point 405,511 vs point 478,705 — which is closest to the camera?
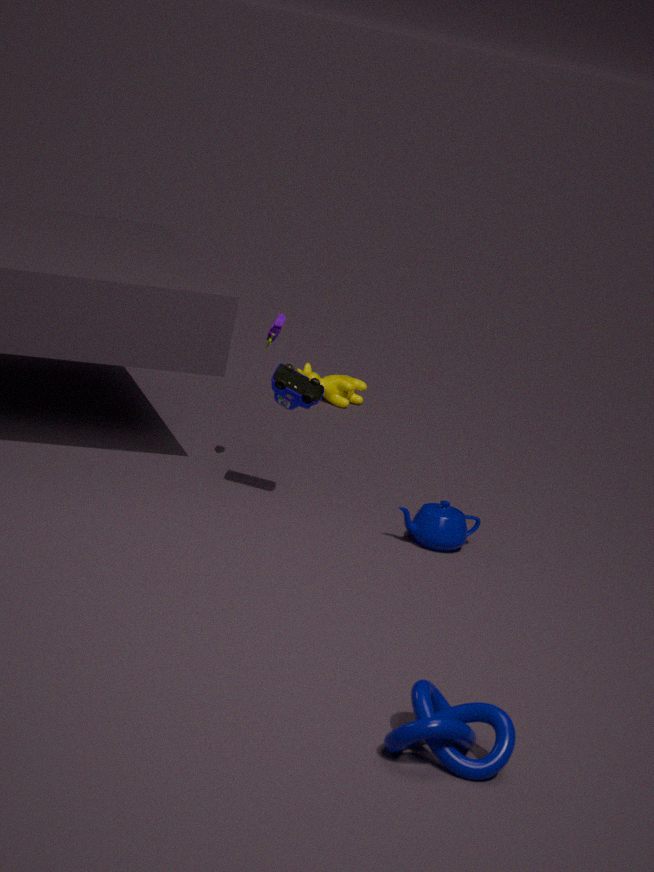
point 478,705
